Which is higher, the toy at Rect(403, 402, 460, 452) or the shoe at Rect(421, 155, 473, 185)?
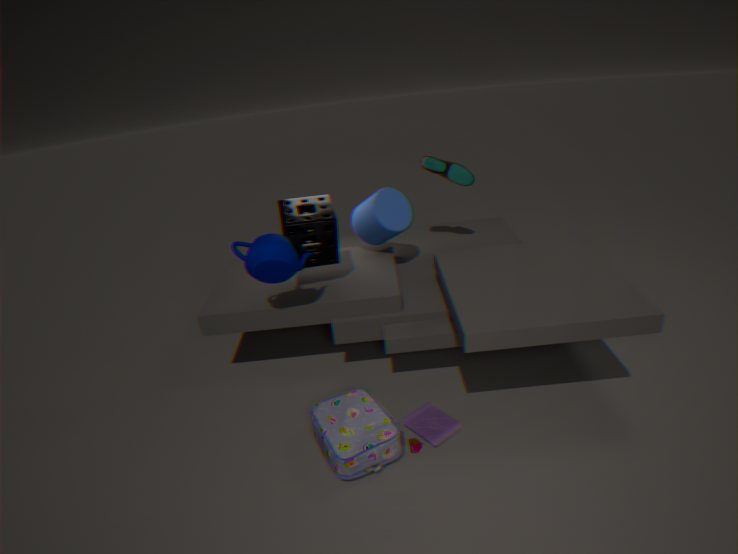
the shoe at Rect(421, 155, 473, 185)
